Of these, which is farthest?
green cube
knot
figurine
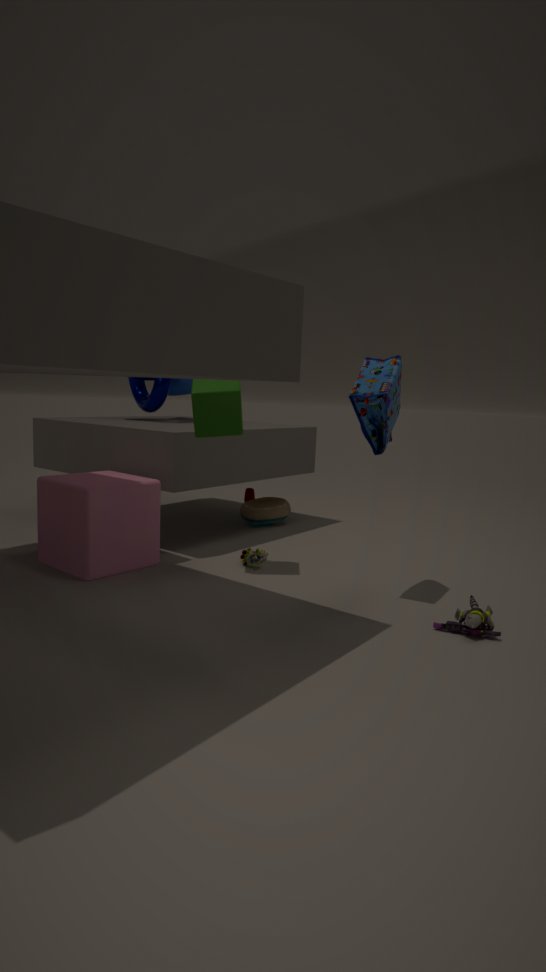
knot
